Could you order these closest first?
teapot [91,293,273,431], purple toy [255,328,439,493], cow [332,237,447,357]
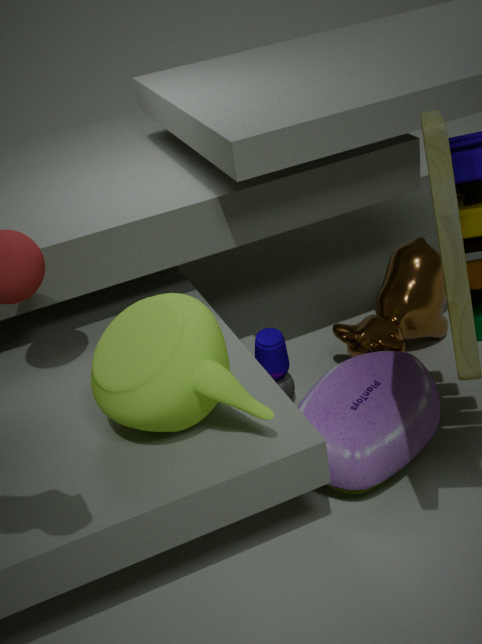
teapot [91,293,273,431], purple toy [255,328,439,493], cow [332,237,447,357]
